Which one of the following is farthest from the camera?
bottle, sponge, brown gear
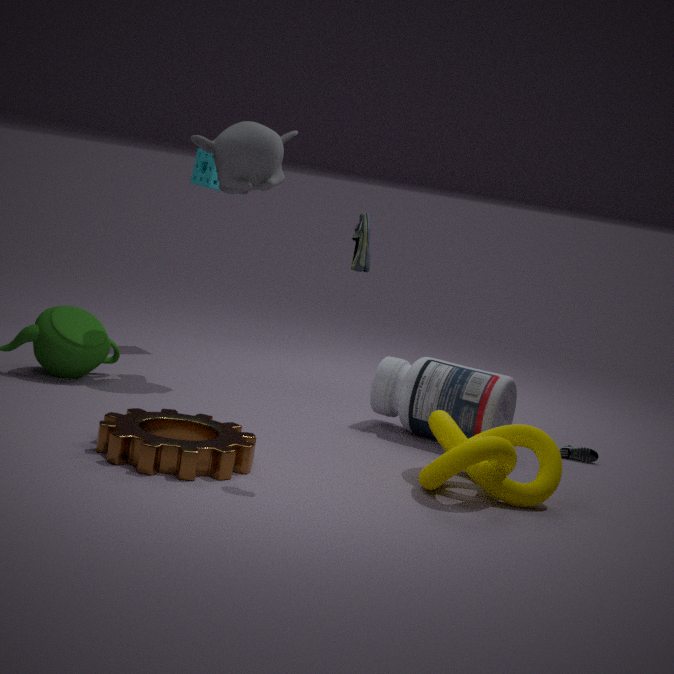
sponge
